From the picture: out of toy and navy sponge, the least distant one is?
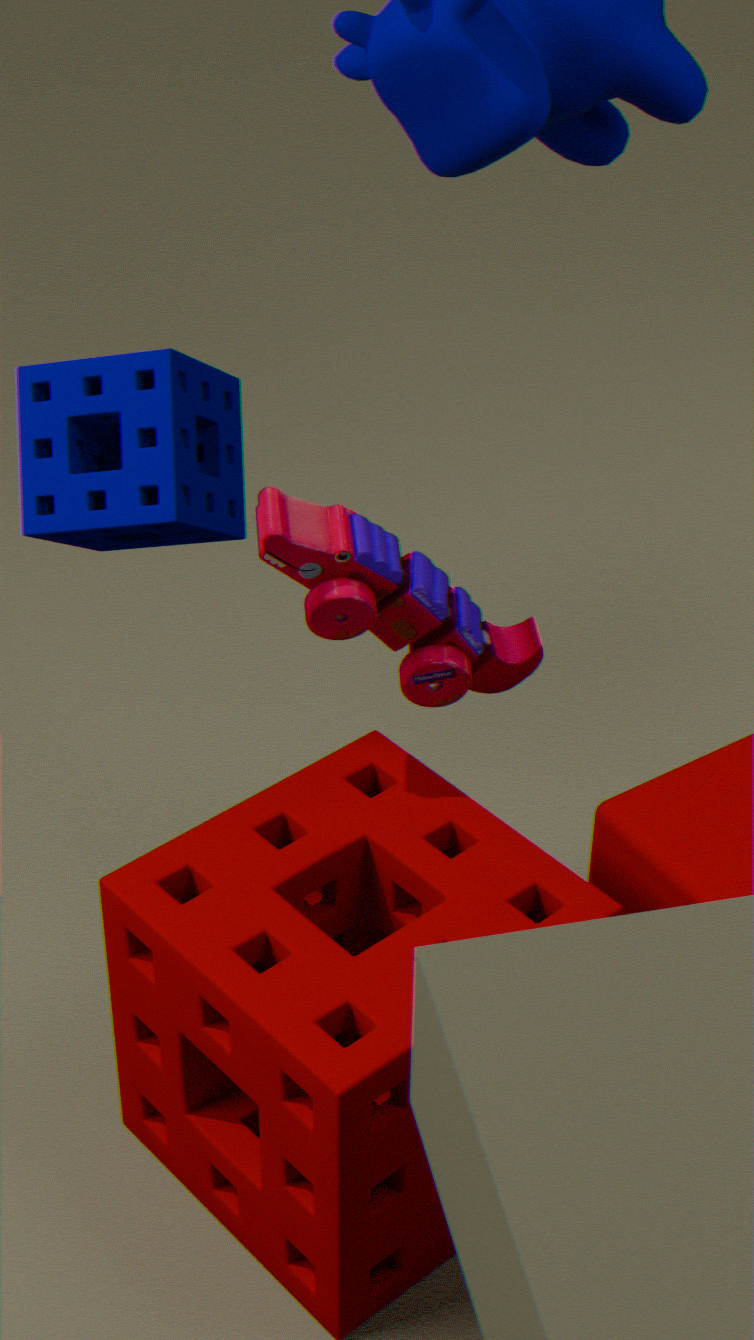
toy
